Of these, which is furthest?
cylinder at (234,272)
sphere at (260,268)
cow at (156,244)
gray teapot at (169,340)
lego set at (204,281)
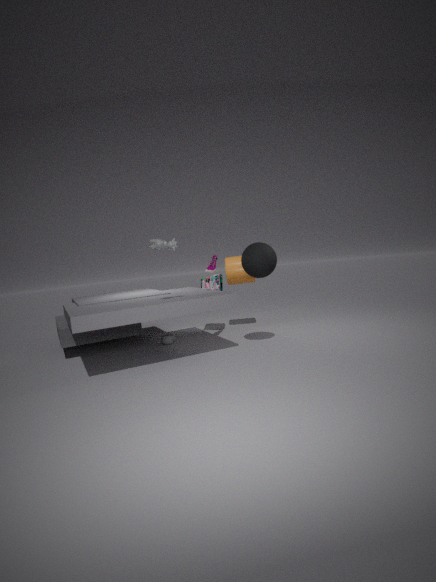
lego set at (204,281)
